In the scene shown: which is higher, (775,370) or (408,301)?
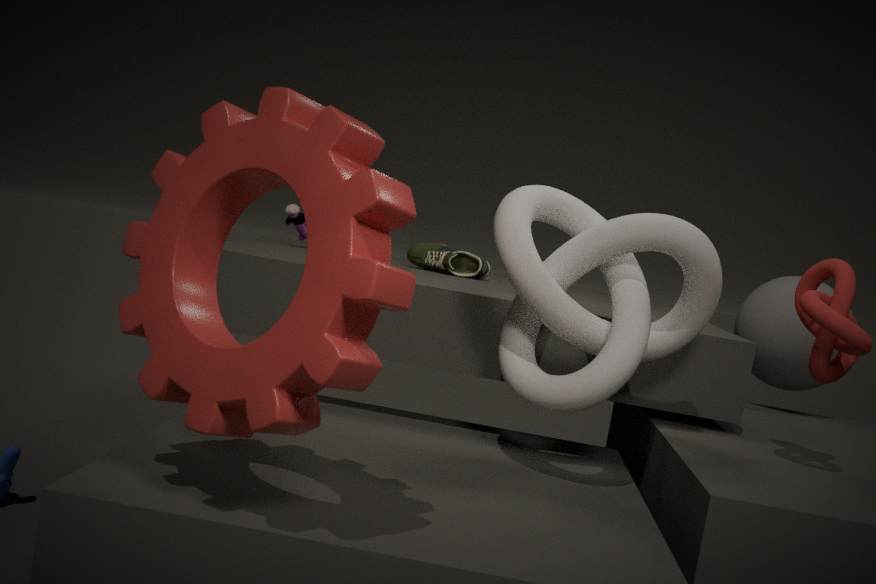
(408,301)
